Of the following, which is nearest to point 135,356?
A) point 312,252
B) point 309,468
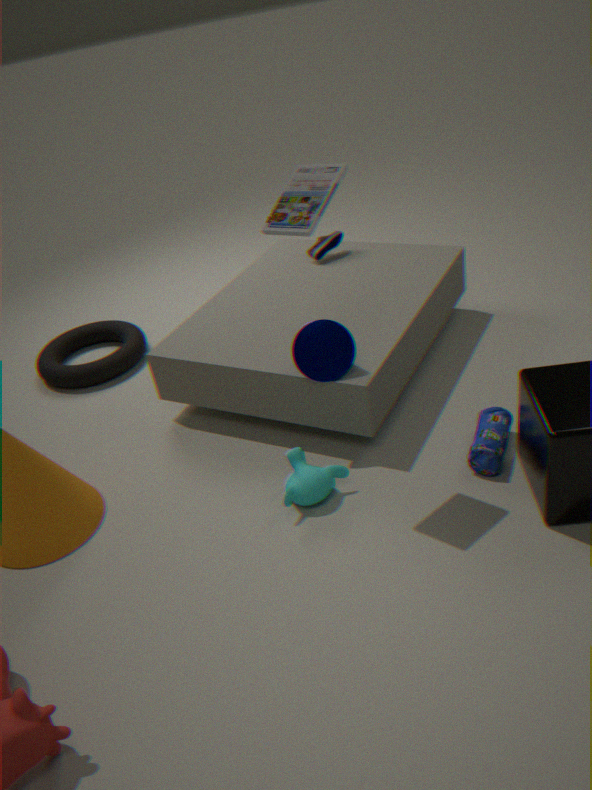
point 312,252
